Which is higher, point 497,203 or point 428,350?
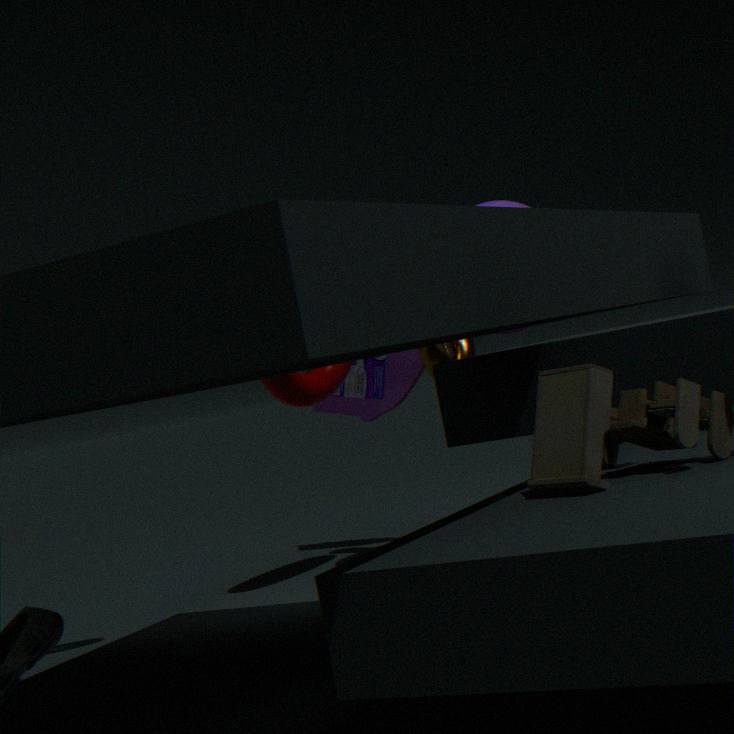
point 497,203
